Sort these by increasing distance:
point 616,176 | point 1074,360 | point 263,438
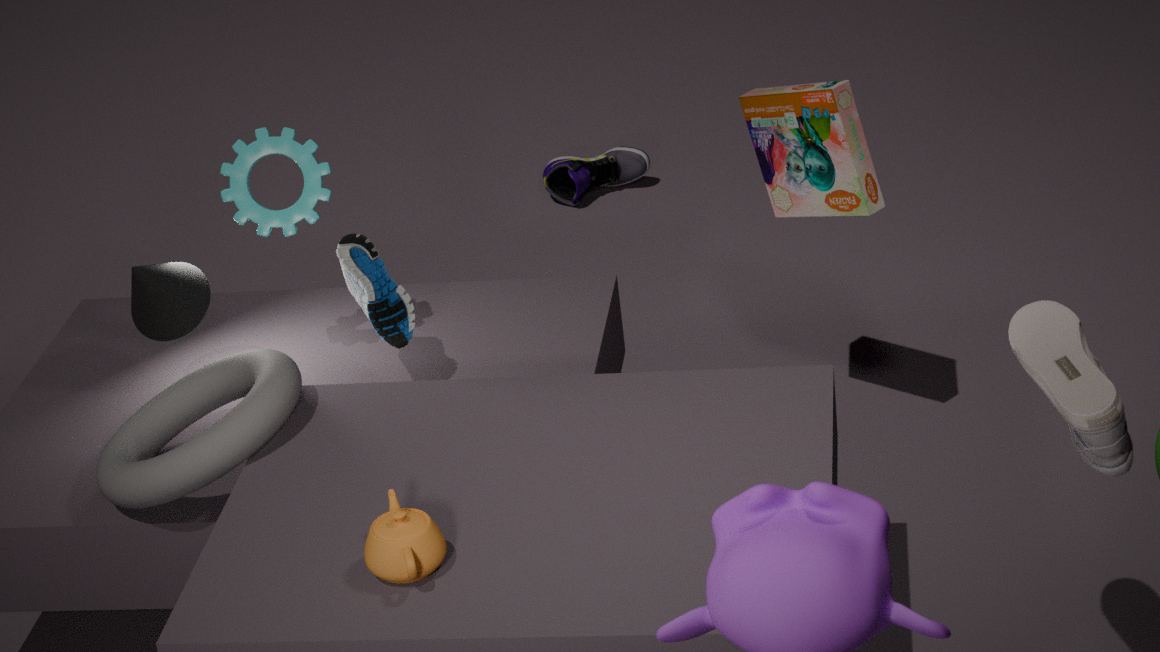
1. point 1074,360
2. point 263,438
3. point 616,176
